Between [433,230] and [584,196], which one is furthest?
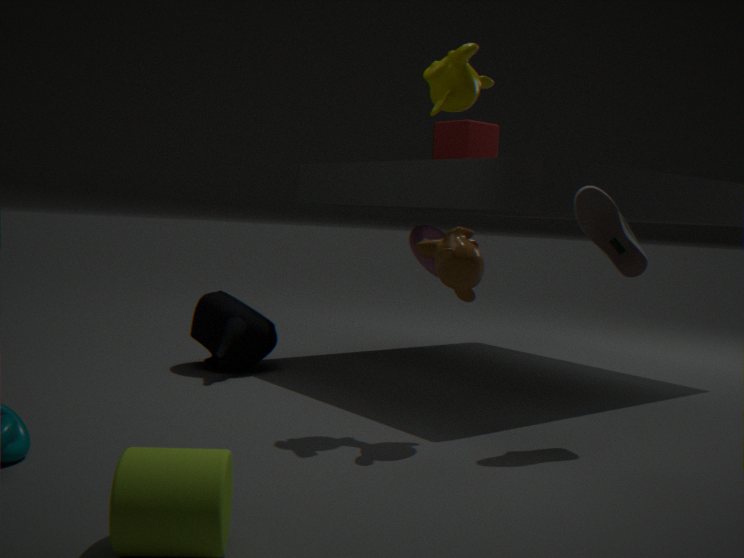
[433,230]
